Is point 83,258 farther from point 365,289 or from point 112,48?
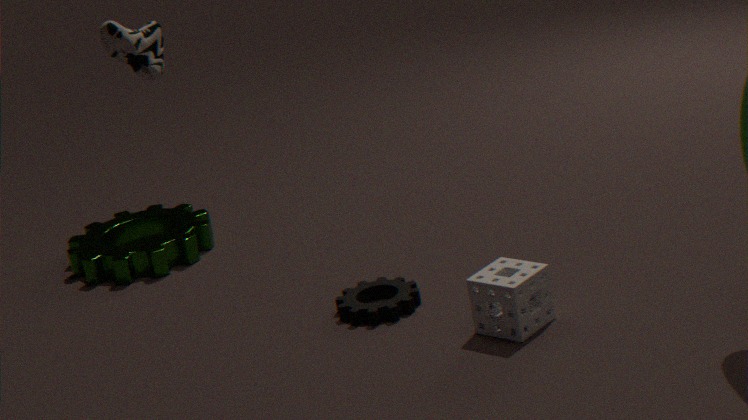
point 112,48
